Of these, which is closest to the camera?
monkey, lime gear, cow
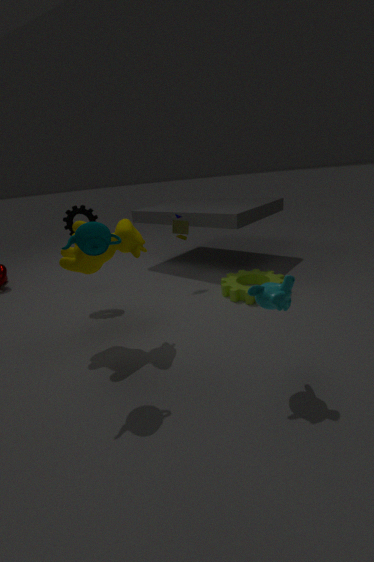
monkey
